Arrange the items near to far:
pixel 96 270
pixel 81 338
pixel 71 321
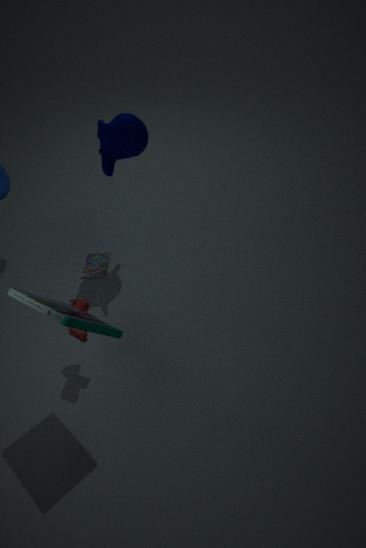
pixel 71 321, pixel 81 338, pixel 96 270
